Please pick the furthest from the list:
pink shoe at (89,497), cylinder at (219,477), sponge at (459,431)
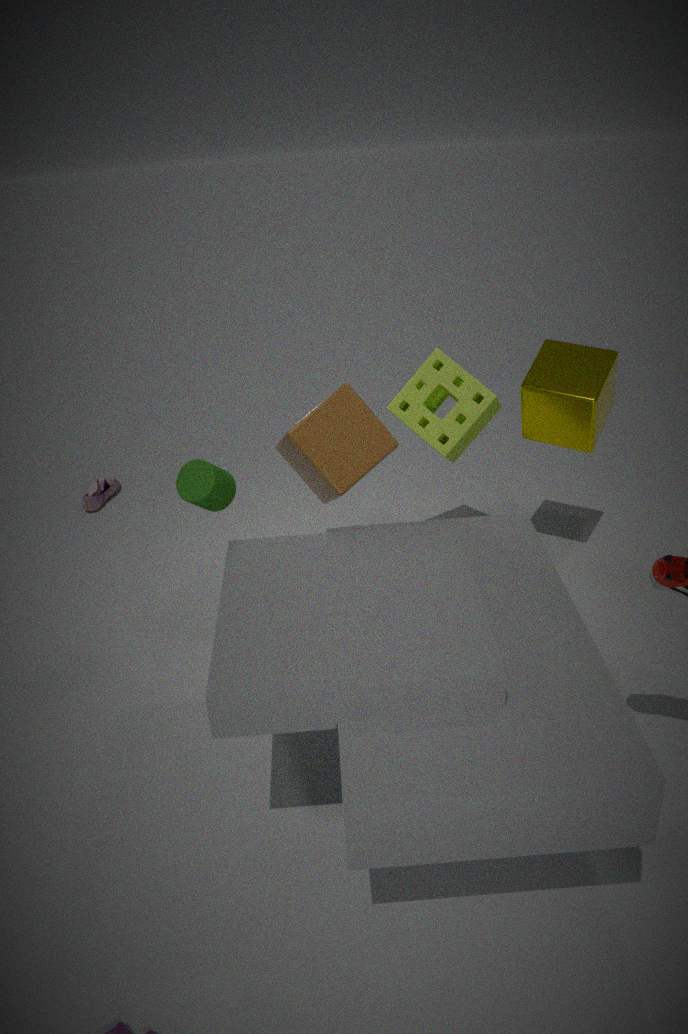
pink shoe at (89,497)
